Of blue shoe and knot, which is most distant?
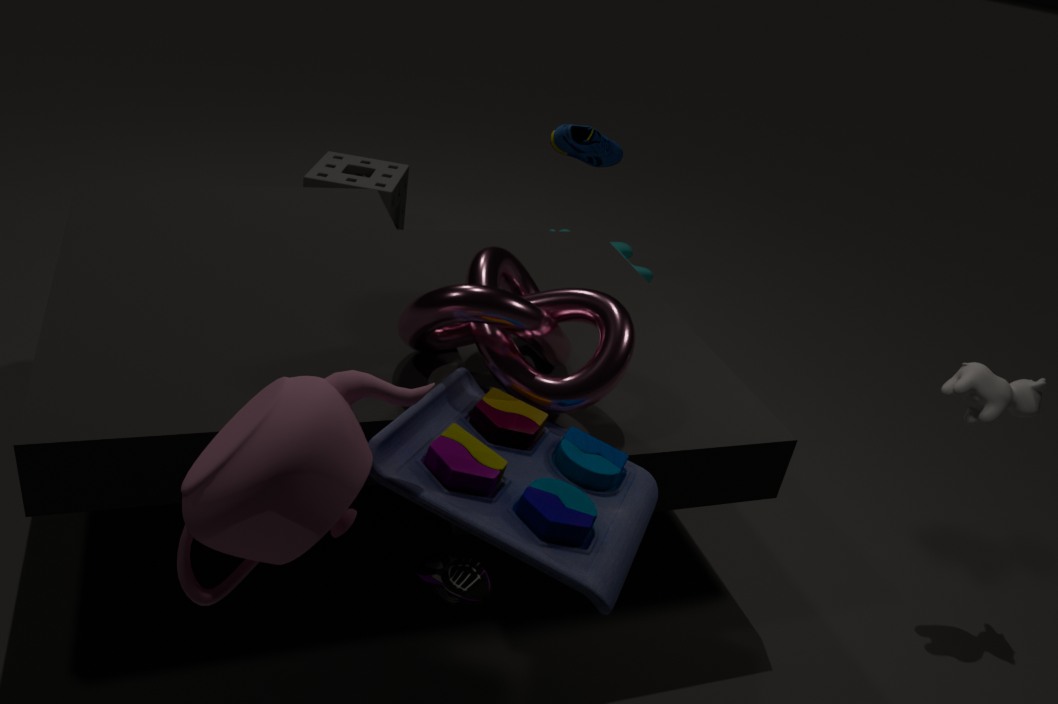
blue shoe
